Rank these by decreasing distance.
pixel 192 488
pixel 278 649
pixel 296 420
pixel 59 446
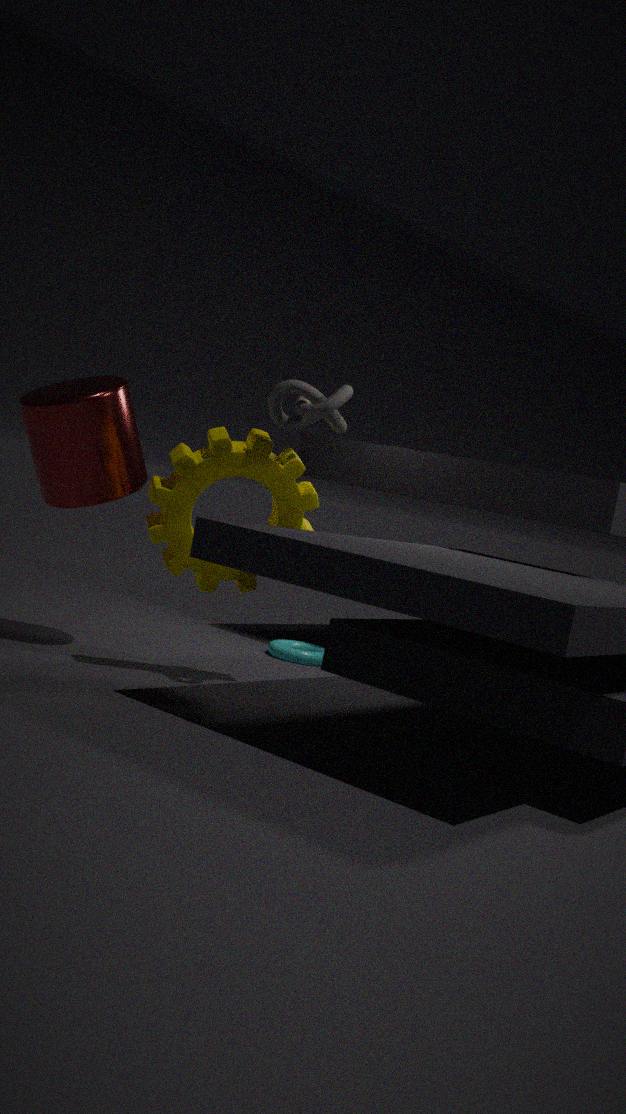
pixel 278 649
pixel 59 446
pixel 192 488
pixel 296 420
